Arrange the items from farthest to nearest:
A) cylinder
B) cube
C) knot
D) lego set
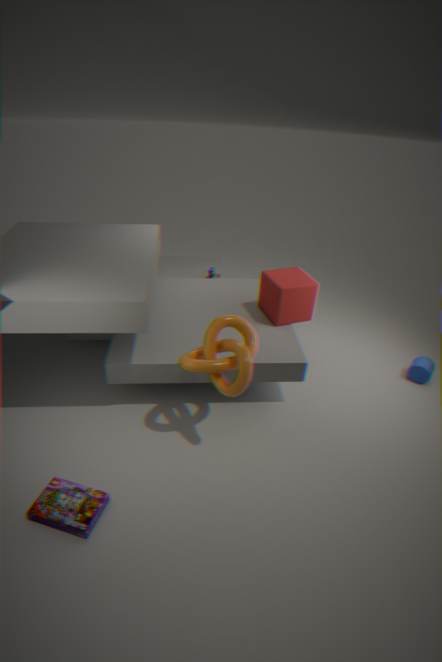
cylinder → cube → knot → lego set
